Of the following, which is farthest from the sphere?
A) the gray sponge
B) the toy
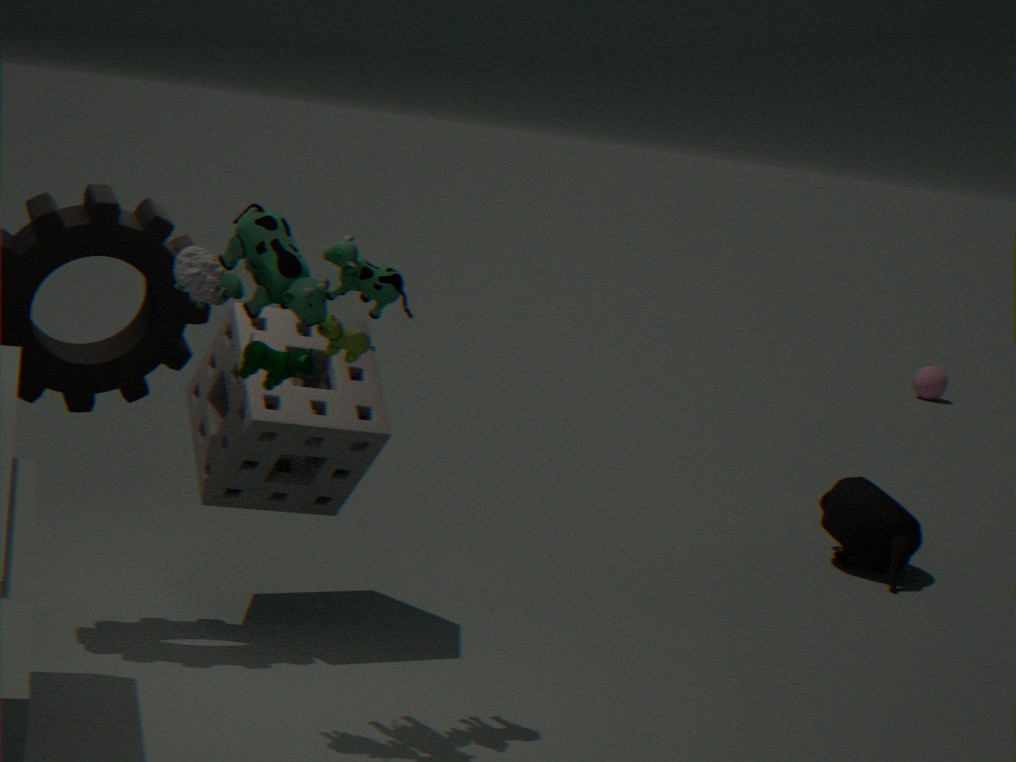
the toy
